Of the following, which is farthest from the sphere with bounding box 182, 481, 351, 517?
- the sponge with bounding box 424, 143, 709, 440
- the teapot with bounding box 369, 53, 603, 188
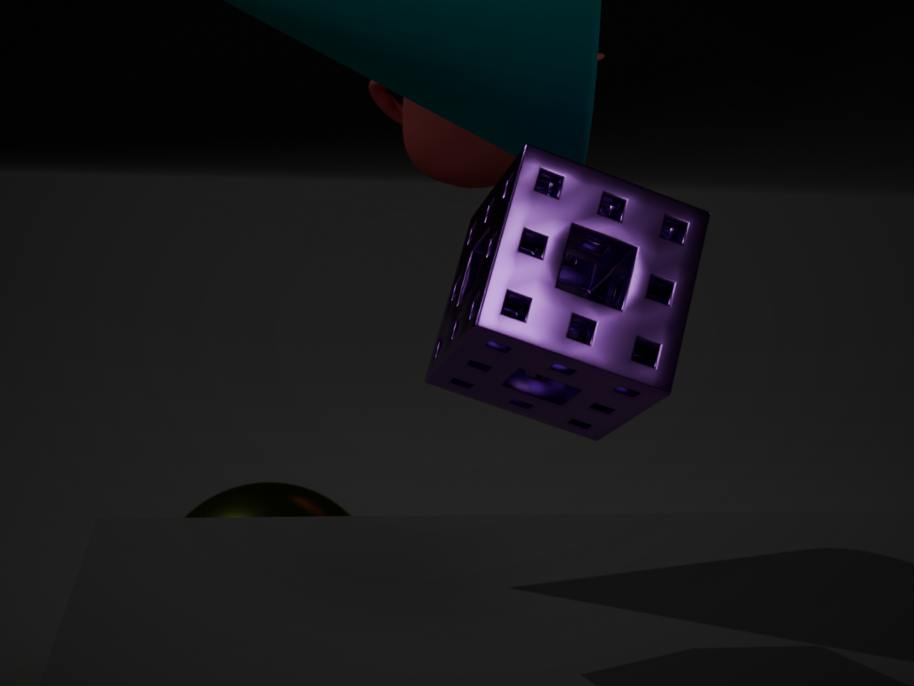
the sponge with bounding box 424, 143, 709, 440
